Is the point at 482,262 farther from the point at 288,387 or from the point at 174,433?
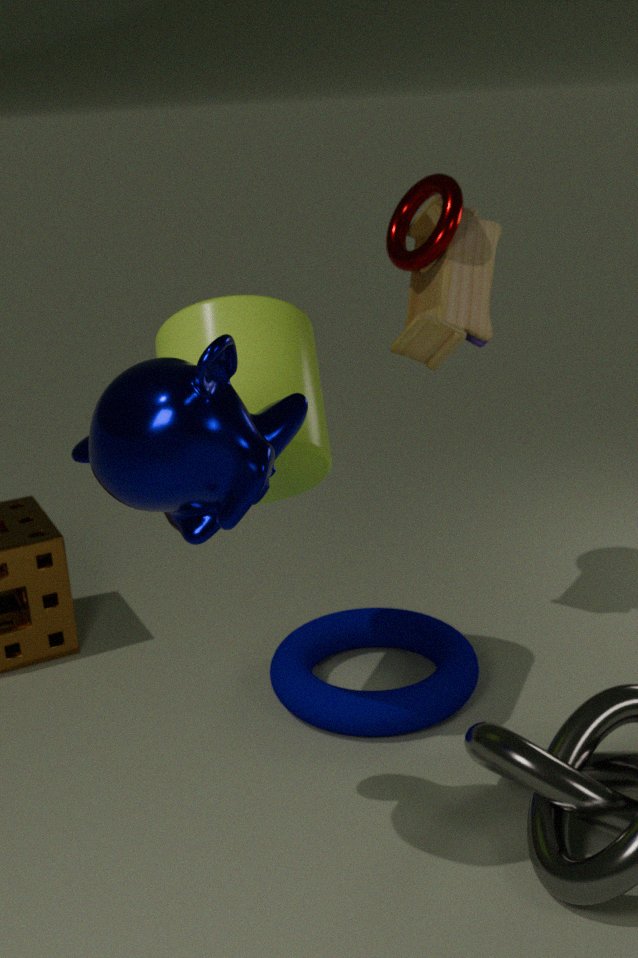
the point at 174,433
